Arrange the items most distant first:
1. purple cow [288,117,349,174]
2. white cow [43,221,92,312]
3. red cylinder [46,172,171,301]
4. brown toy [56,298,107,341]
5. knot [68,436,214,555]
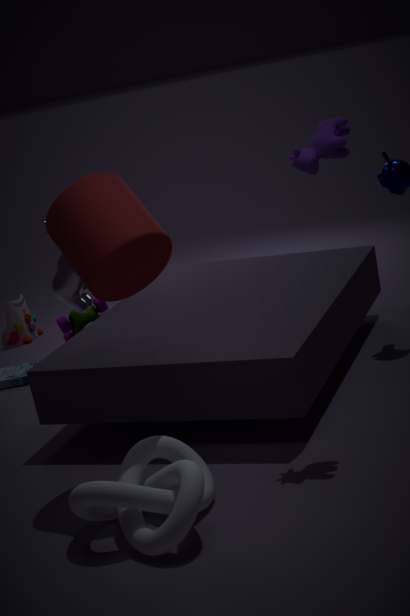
1. brown toy [56,298,107,341]
2. white cow [43,221,92,312]
3. purple cow [288,117,349,174]
4. red cylinder [46,172,171,301]
5. knot [68,436,214,555]
